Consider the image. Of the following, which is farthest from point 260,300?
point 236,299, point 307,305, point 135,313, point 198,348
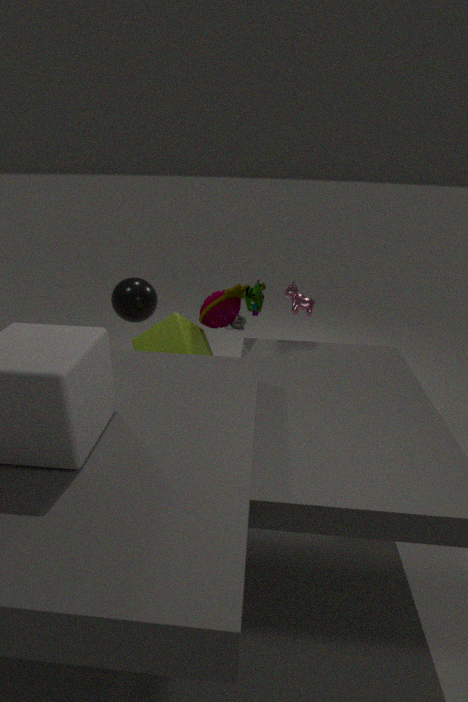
point 135,313
